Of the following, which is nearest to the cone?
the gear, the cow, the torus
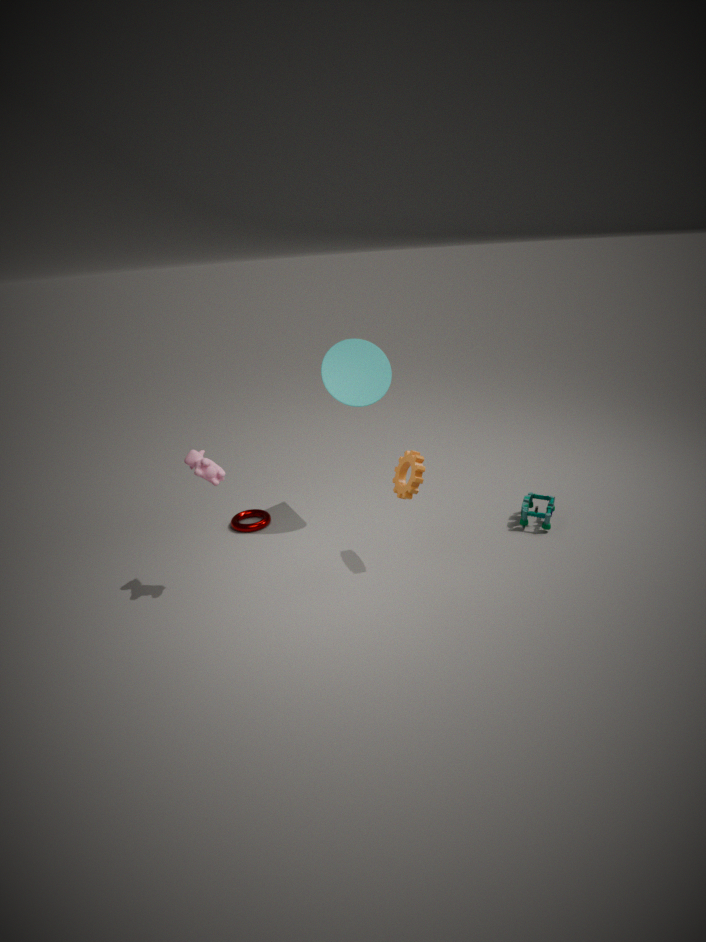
the gear
